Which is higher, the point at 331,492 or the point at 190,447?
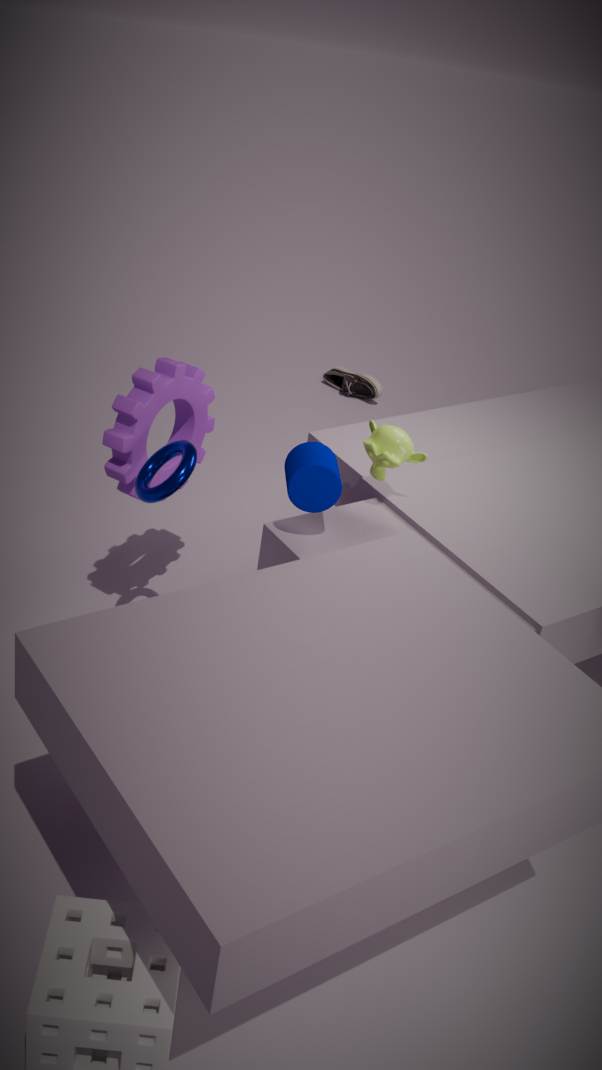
the point at 331,492
